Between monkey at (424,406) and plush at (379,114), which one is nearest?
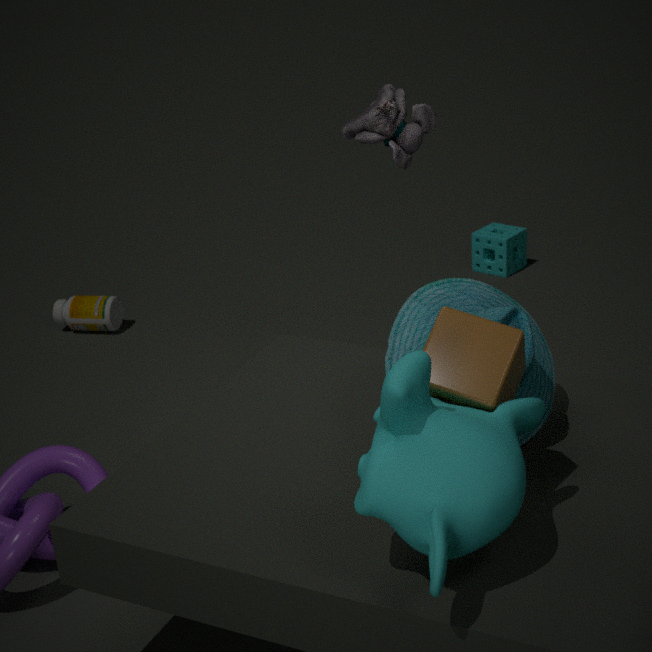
monkey at (424,406)
